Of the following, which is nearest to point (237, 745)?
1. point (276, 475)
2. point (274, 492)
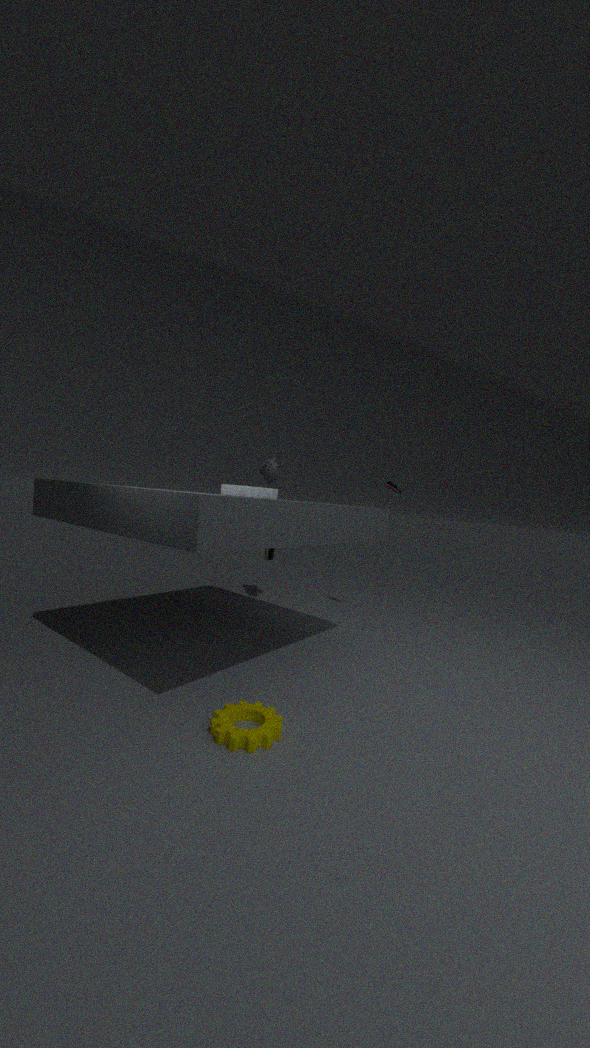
point (274, 492)
